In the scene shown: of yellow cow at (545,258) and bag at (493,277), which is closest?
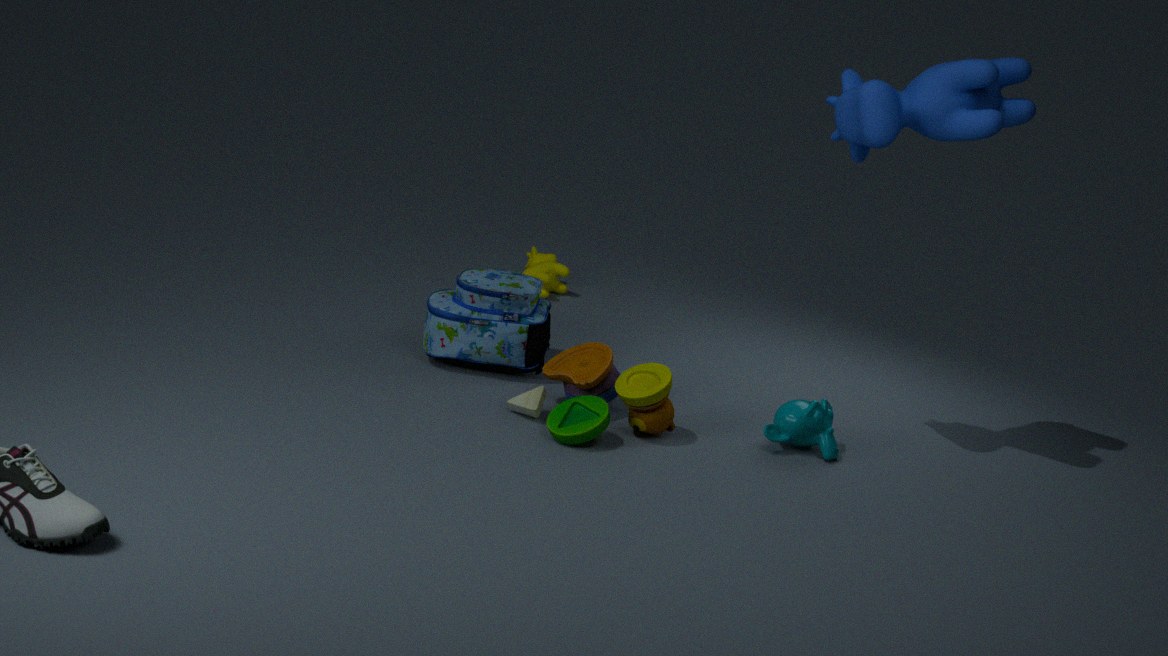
bag at (493,277)
